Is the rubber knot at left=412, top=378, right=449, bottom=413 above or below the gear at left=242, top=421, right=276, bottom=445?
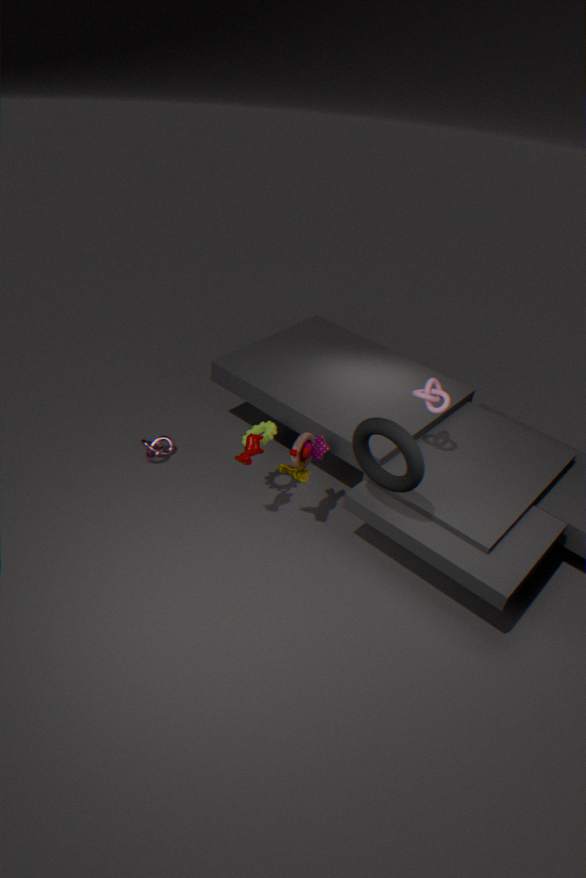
above
